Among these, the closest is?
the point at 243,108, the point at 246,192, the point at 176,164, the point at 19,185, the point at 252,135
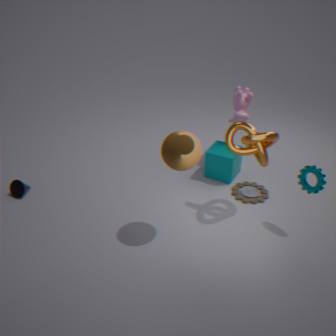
the point at 176,164
